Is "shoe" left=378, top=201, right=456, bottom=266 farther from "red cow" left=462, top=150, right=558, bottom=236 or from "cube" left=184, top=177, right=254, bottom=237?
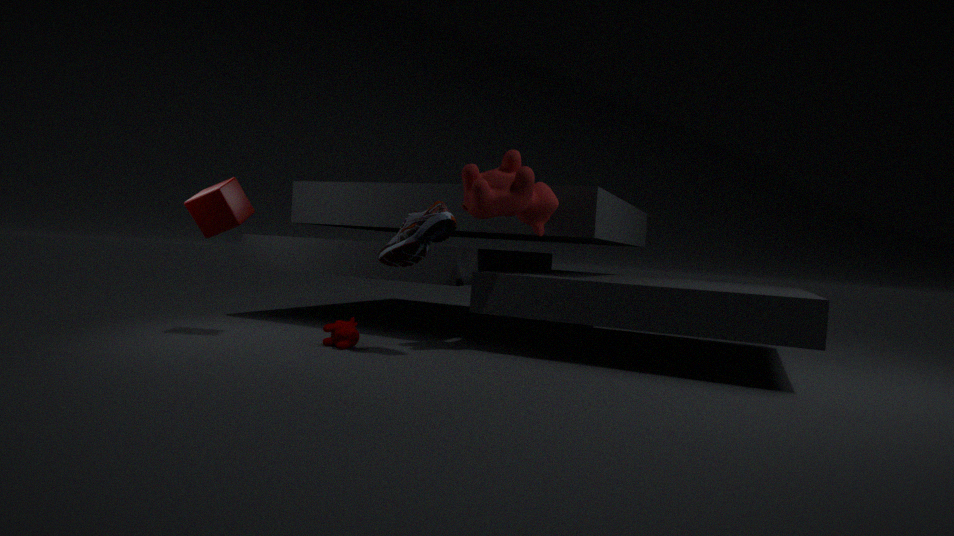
"cube" left=184, top=177, right=254, bottom=237
